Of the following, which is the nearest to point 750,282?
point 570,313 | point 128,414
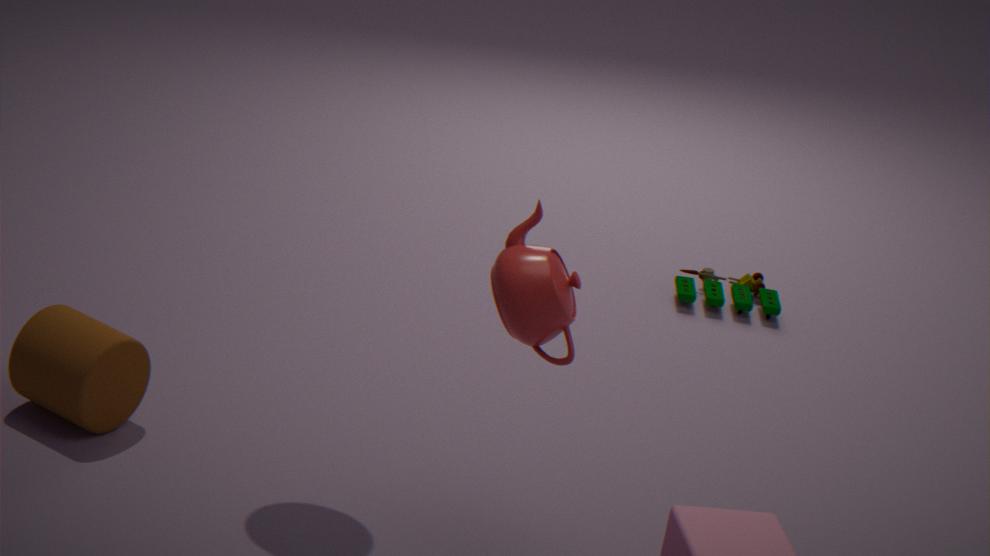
point 570,313
